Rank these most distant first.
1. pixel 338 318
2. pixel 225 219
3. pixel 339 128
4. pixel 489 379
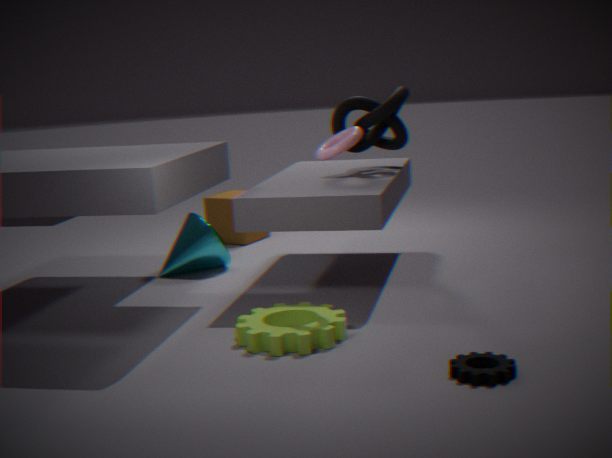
pixel 225 219
pixel 339 128
pixel 338 318
pixel 489 379
